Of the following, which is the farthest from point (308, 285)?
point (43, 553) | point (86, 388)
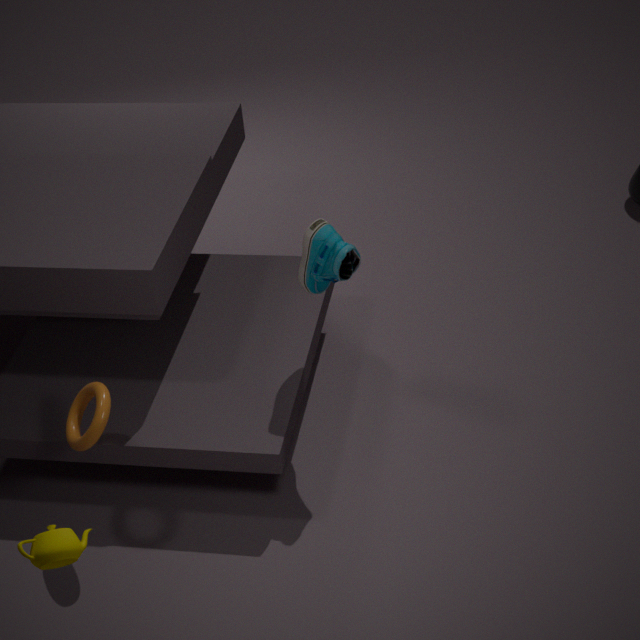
point (43, 553)
